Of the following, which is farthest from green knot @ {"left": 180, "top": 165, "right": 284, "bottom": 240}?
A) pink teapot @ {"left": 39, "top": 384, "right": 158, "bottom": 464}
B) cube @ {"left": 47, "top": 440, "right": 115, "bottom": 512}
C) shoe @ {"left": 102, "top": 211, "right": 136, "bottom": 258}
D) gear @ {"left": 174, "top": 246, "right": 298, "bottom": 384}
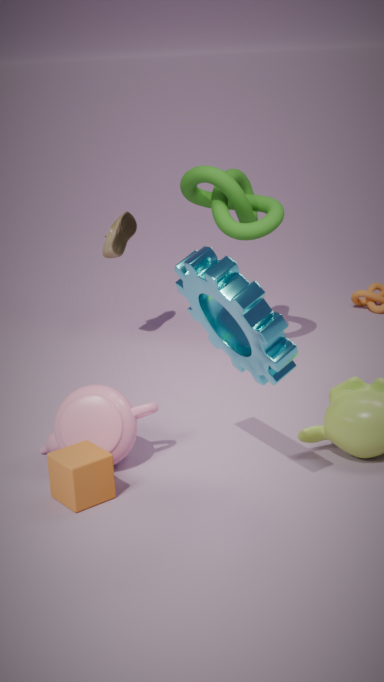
cube @ {"left": 47, "top": 440, "right": 115, "bottom": 512}
